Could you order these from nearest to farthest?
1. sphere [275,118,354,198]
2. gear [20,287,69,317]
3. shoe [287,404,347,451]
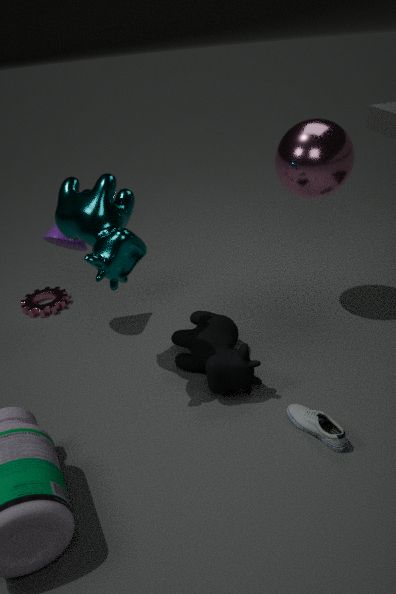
1. shoe [287,404,347,451]
2. sphere [275,118,354,198]
3. gear [20,287,69,317]
